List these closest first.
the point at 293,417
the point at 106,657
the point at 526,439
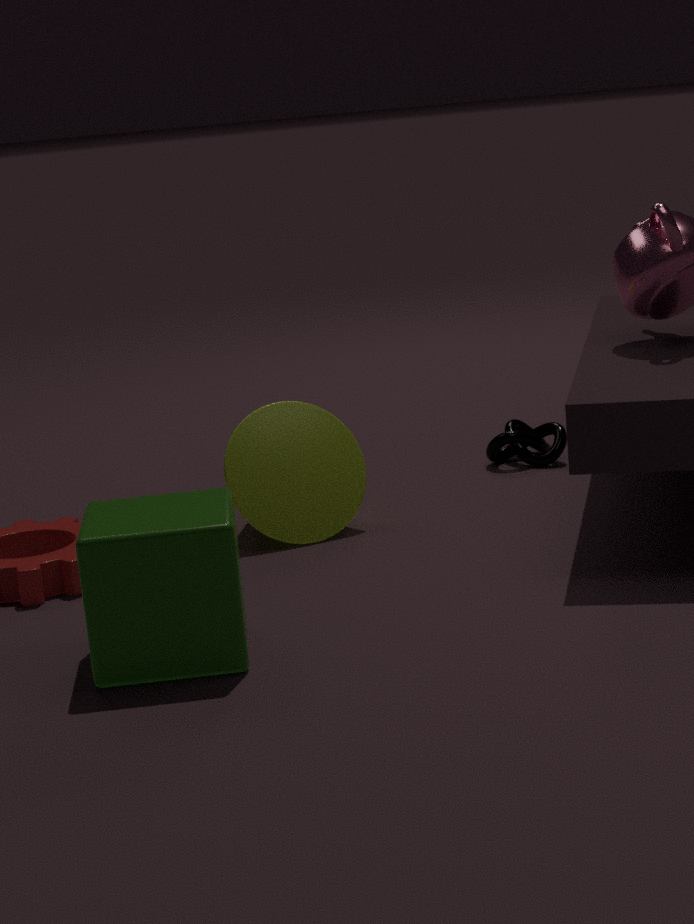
1. the point at 106,657
2. the point at 293,417
3. the point at 526,439
